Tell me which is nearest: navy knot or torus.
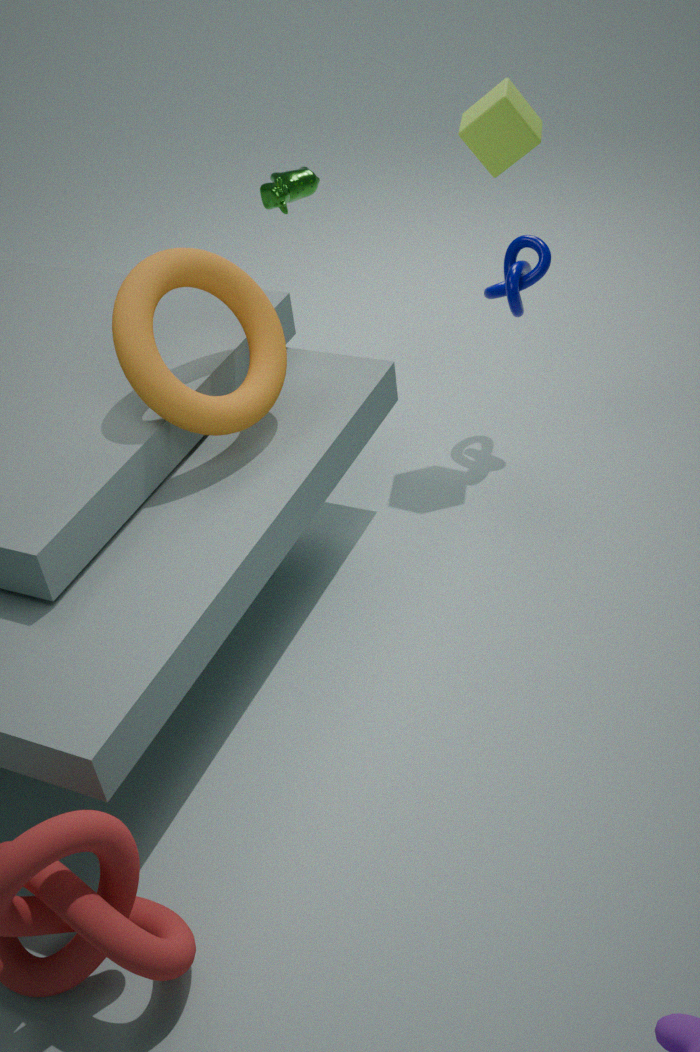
torus
